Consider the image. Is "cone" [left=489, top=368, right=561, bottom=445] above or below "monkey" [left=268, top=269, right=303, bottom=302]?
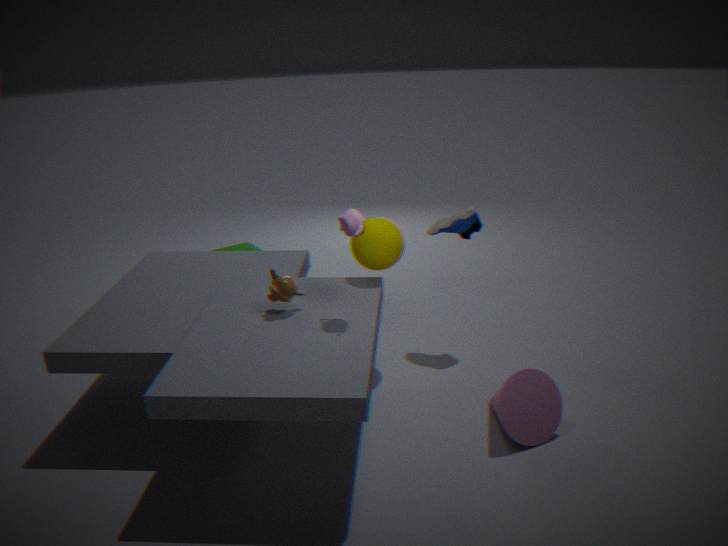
below
